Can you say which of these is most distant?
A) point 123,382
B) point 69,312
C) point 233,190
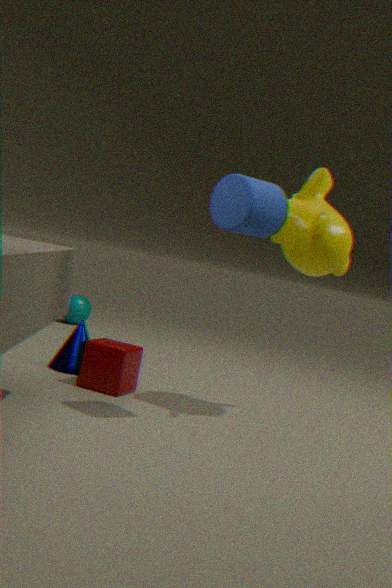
point 69,312
